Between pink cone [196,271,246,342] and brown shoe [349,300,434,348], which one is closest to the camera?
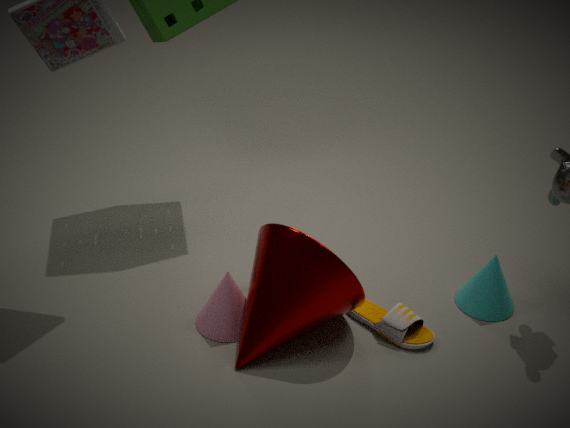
pink cone [196,271,246,342]
